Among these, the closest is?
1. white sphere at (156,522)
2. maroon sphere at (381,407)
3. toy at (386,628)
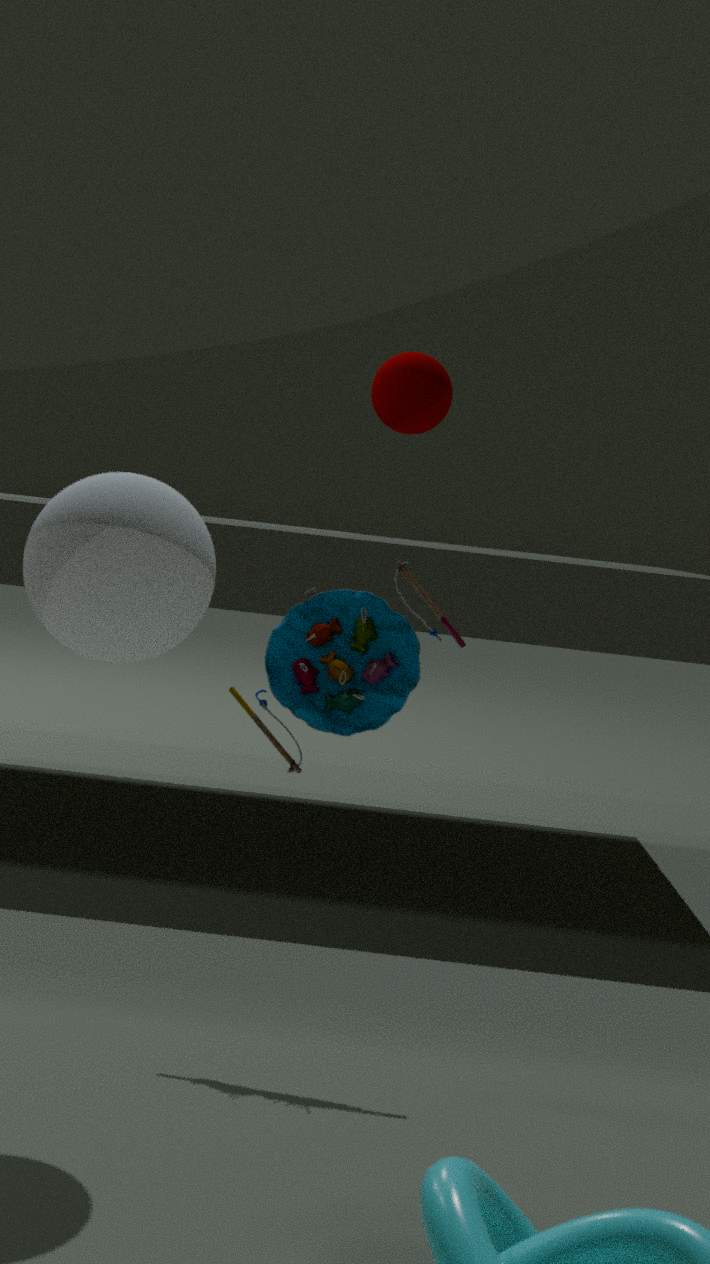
white sphere at (156,522)
